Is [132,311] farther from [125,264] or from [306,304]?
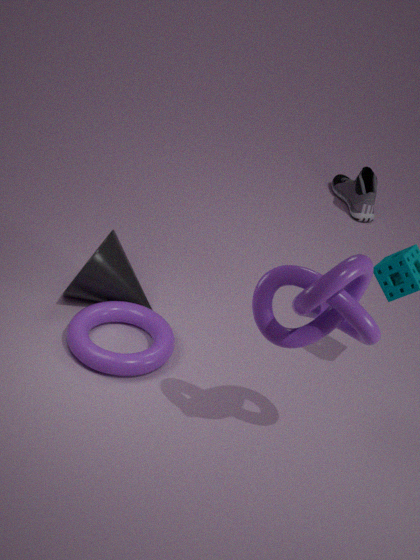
[306,304]
